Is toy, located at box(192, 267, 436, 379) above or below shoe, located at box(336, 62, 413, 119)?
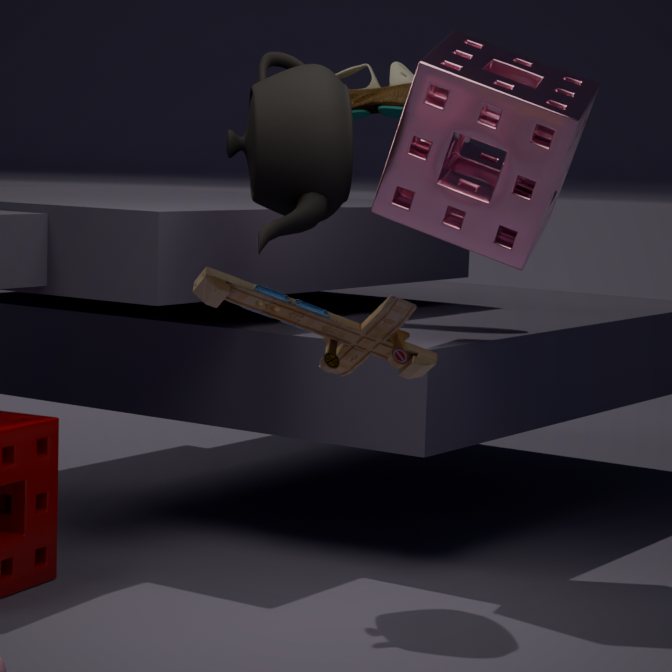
below
